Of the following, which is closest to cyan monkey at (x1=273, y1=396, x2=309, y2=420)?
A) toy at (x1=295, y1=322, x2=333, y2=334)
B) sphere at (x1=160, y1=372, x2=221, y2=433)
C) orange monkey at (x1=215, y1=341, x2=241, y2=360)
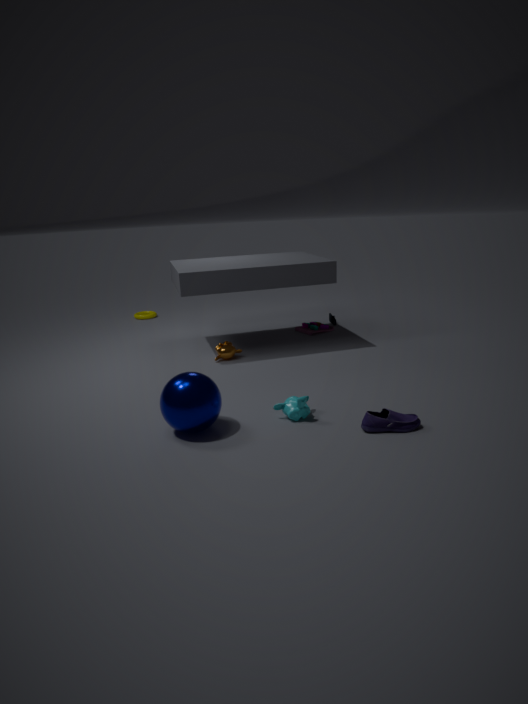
sphere at (x1=160, y1=372, x2=221, y2=433)
